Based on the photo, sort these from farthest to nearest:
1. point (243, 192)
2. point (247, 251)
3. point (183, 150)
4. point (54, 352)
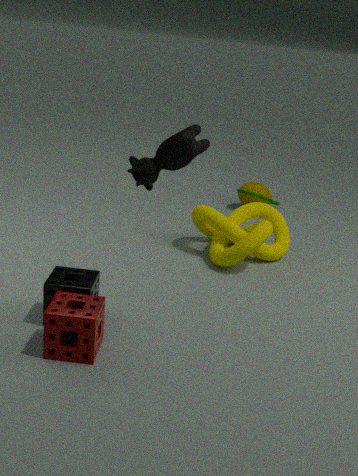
point (243, 192), point (247, 251), point (54, 352), point (183, 150)
